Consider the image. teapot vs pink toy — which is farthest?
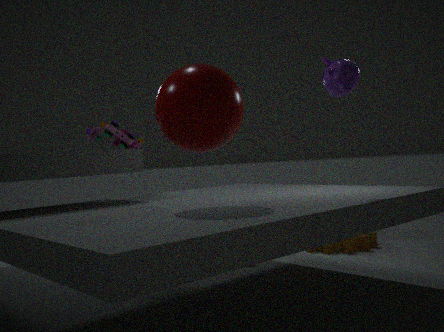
pink toy
